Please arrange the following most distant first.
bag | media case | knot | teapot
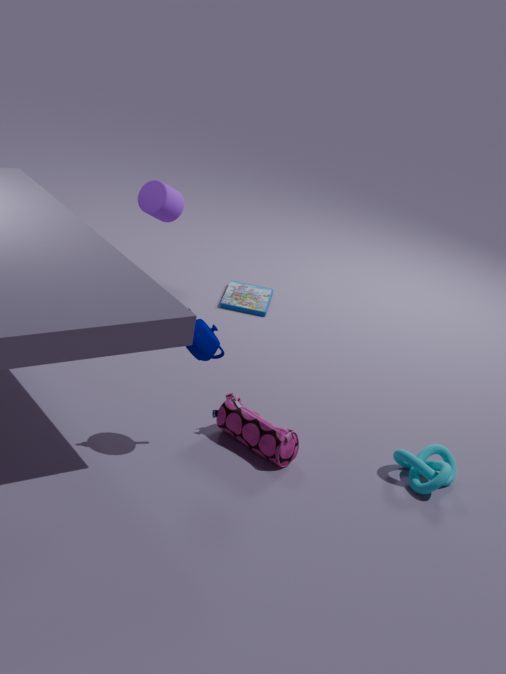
media case < bag < knot < teapot
